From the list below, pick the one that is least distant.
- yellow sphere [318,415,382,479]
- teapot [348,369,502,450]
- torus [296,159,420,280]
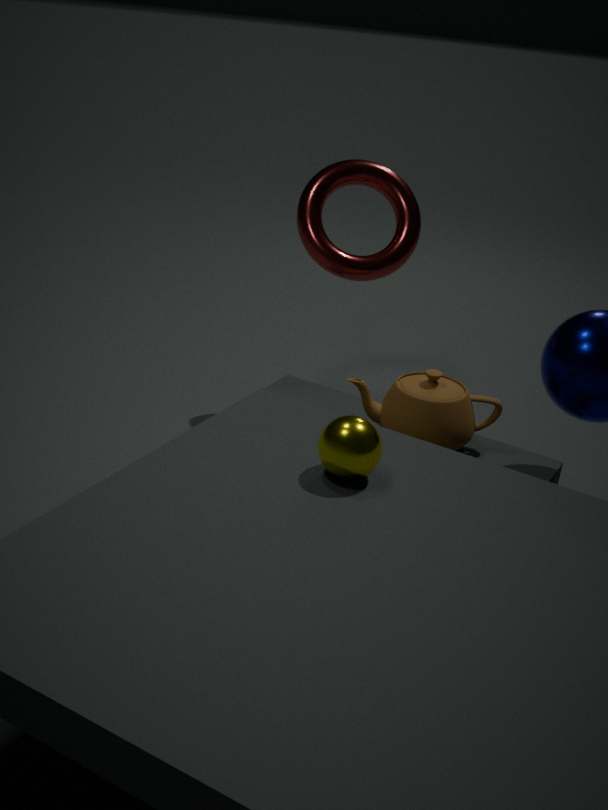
yellow sphere [318,415,382,479]
